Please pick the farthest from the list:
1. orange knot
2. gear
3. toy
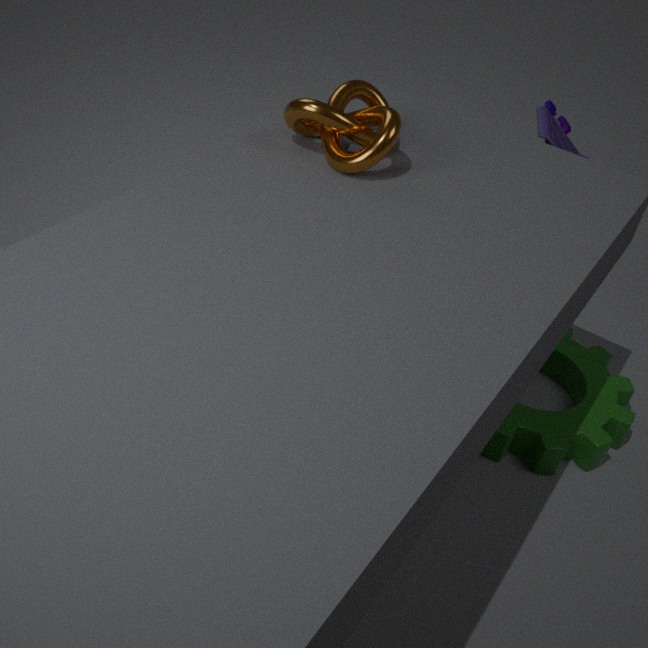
toy
